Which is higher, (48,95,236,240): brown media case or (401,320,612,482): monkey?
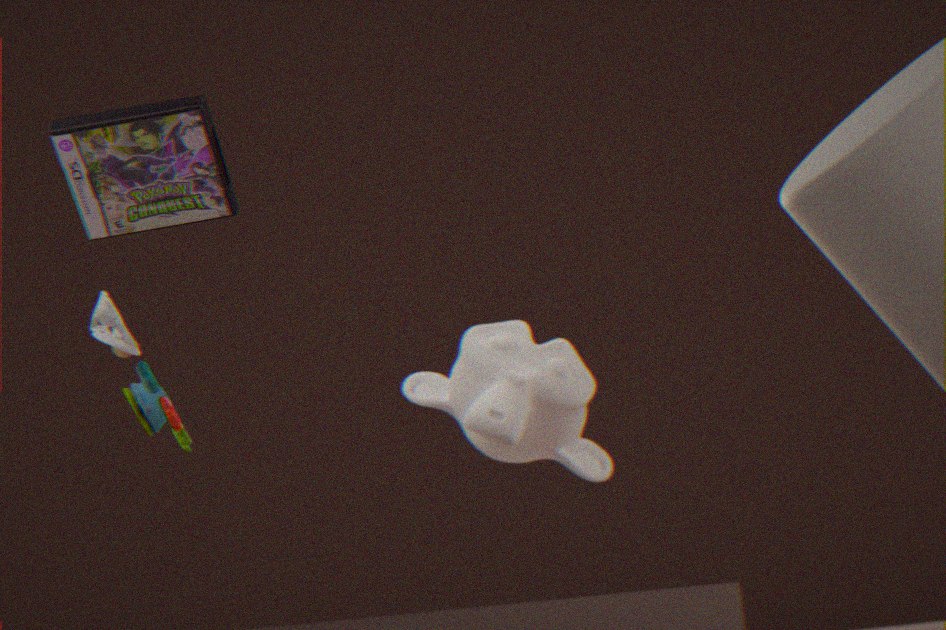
(48,95,236,240): brown media case
